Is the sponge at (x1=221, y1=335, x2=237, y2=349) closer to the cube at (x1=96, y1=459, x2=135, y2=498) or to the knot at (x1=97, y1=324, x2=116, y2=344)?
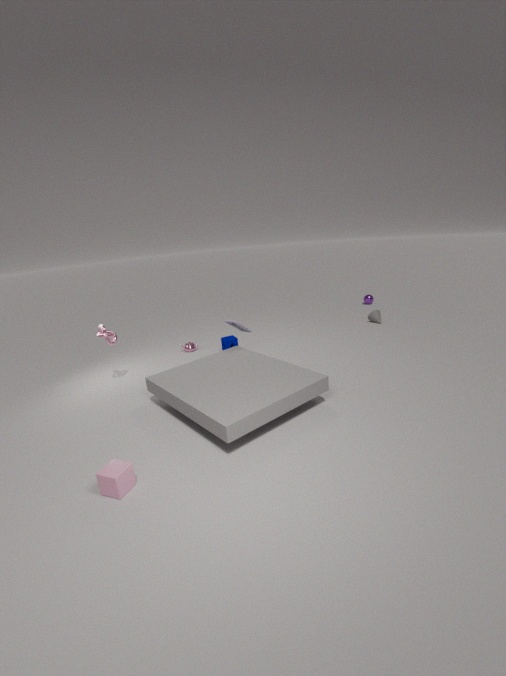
the knot at (x1=97, y1=324, x2=116, y2=344)
